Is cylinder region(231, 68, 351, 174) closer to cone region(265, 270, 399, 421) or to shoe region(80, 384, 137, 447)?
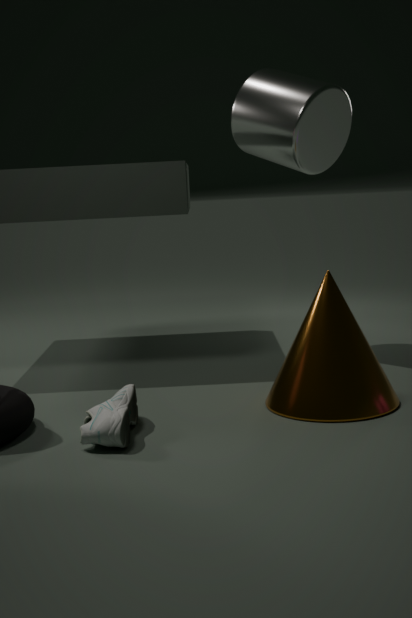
cone region(265, 270, 399, 421)
